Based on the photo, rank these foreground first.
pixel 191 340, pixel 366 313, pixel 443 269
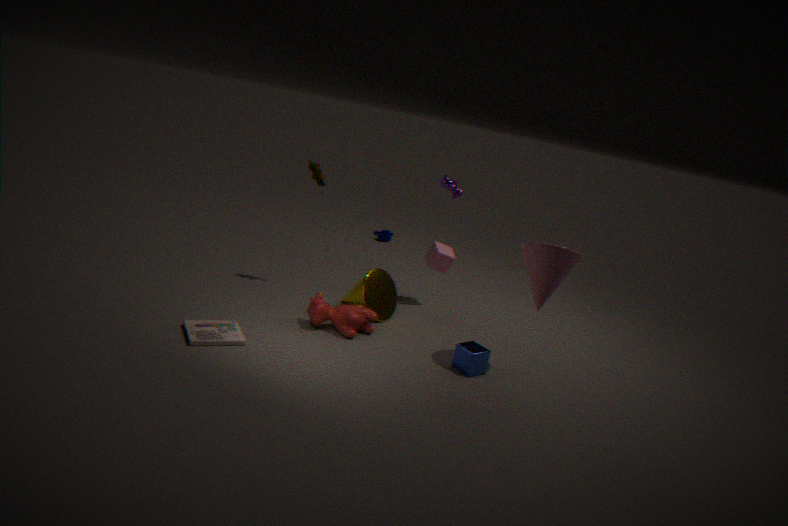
pixel 191 340, pixel 366 313, pixel 443 269
